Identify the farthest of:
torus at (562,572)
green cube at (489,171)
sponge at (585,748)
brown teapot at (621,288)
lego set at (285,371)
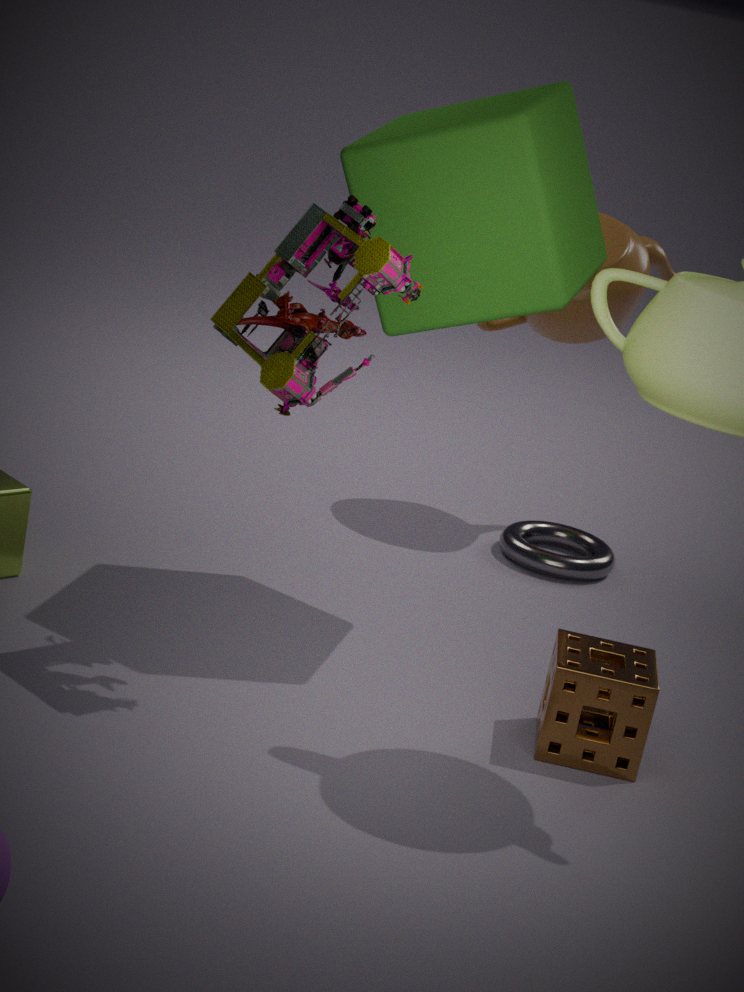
brown teapot at (621,288)
